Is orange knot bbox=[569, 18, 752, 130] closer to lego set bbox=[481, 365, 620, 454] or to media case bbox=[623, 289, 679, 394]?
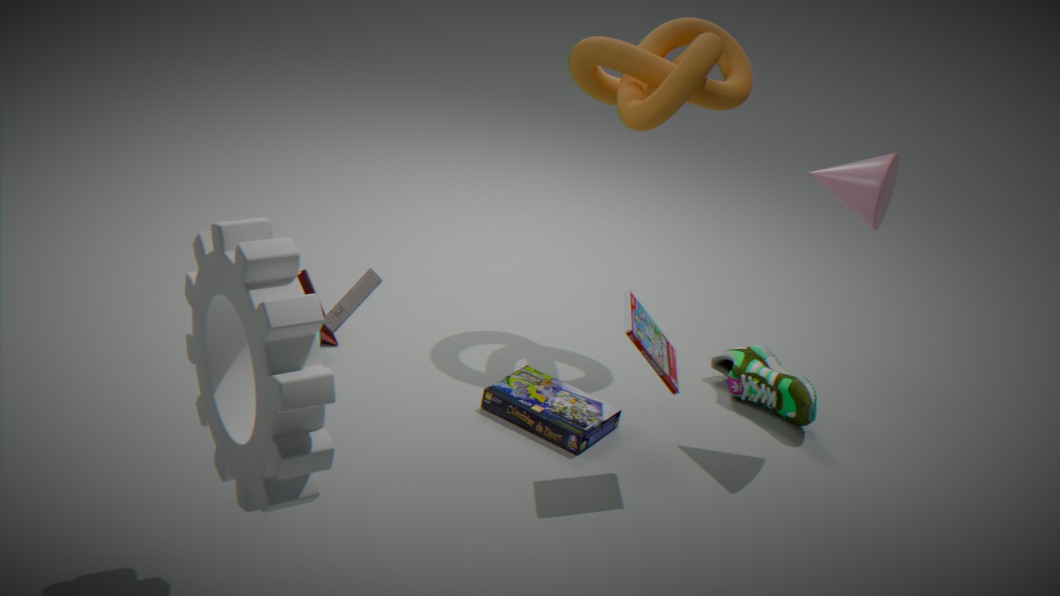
media case bbox=[623, 289, 679, 394]
